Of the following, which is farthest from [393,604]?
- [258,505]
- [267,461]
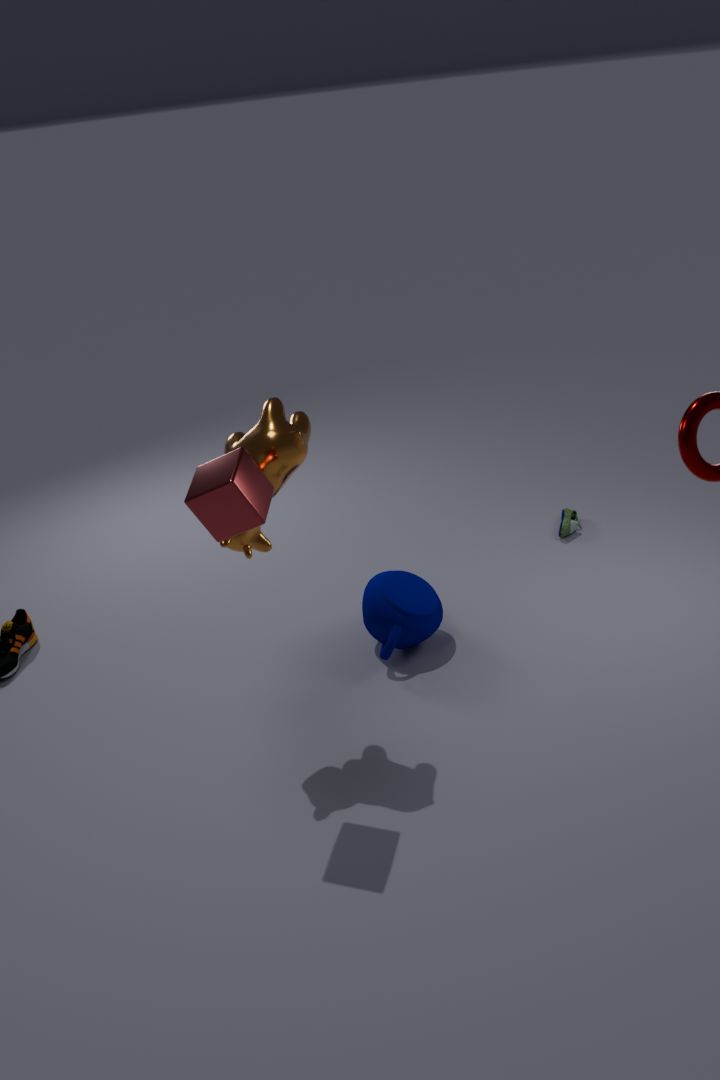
[258,505]
